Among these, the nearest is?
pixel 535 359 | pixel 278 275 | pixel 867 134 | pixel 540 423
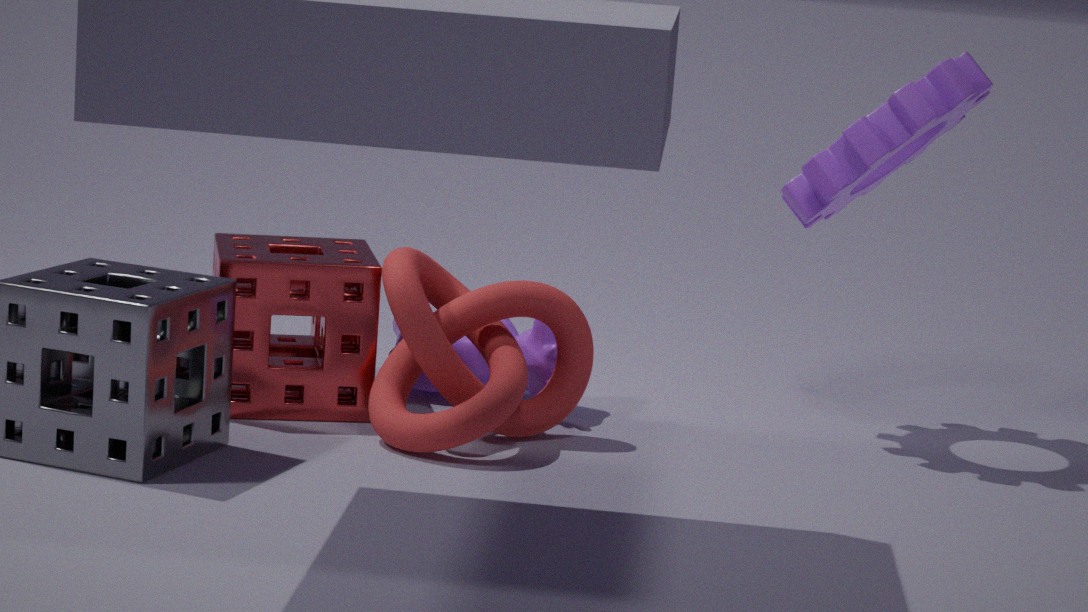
pixel 278 275
